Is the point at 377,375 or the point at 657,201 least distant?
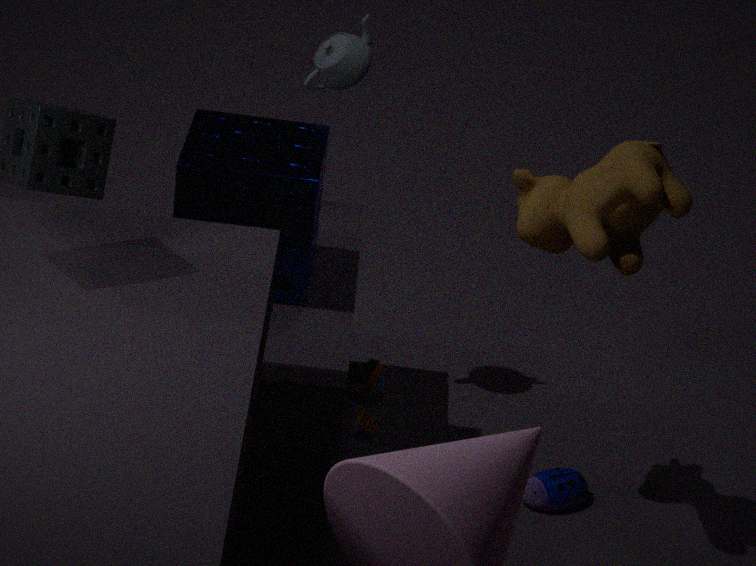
the point at 657,201
